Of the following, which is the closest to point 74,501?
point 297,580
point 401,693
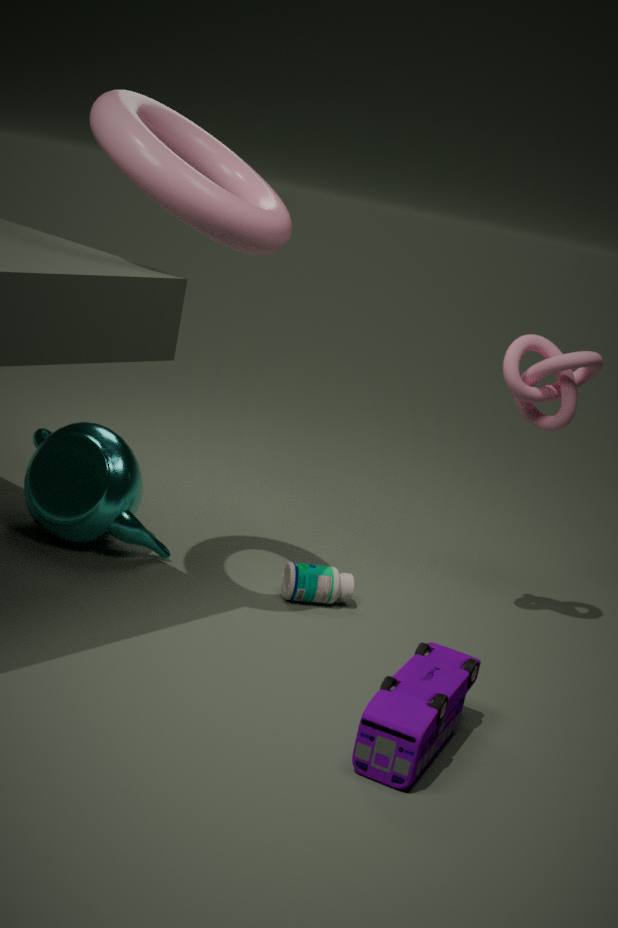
point 297,580
